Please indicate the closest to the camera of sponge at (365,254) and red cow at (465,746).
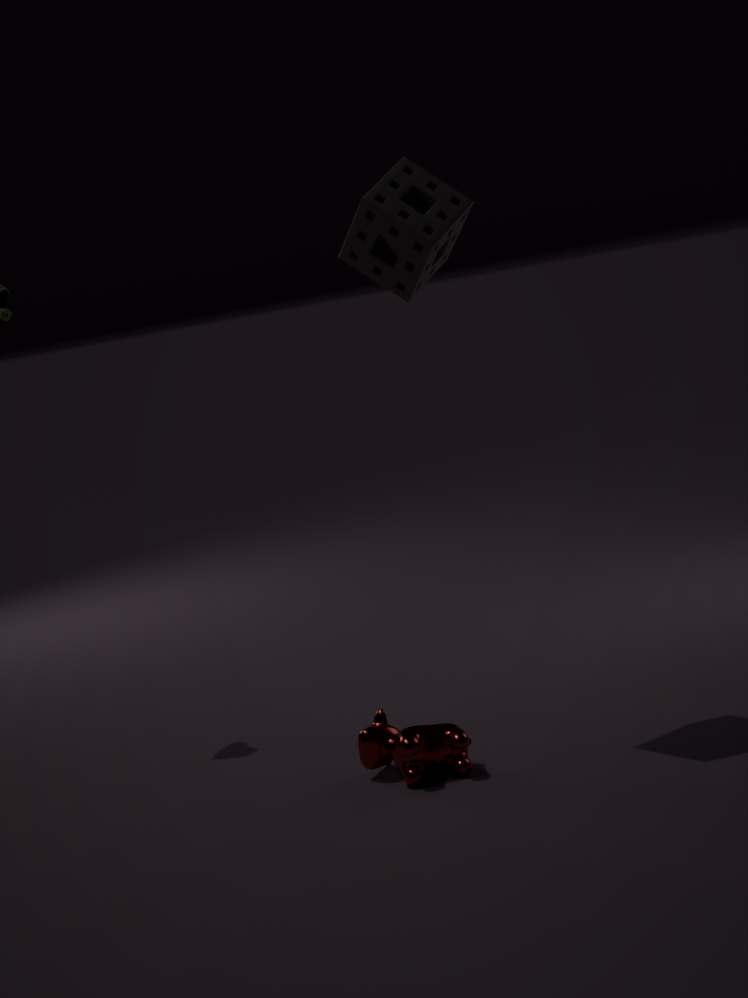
red cow at (465,746)
